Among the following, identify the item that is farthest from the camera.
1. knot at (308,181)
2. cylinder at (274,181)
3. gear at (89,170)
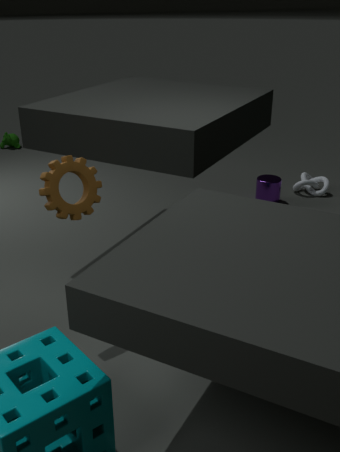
knot at (308,181)
